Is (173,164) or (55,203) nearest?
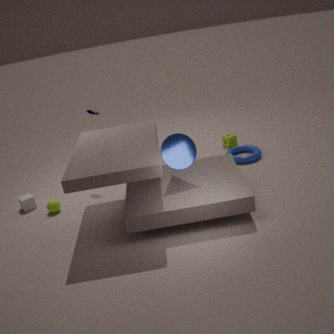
(173,164)
